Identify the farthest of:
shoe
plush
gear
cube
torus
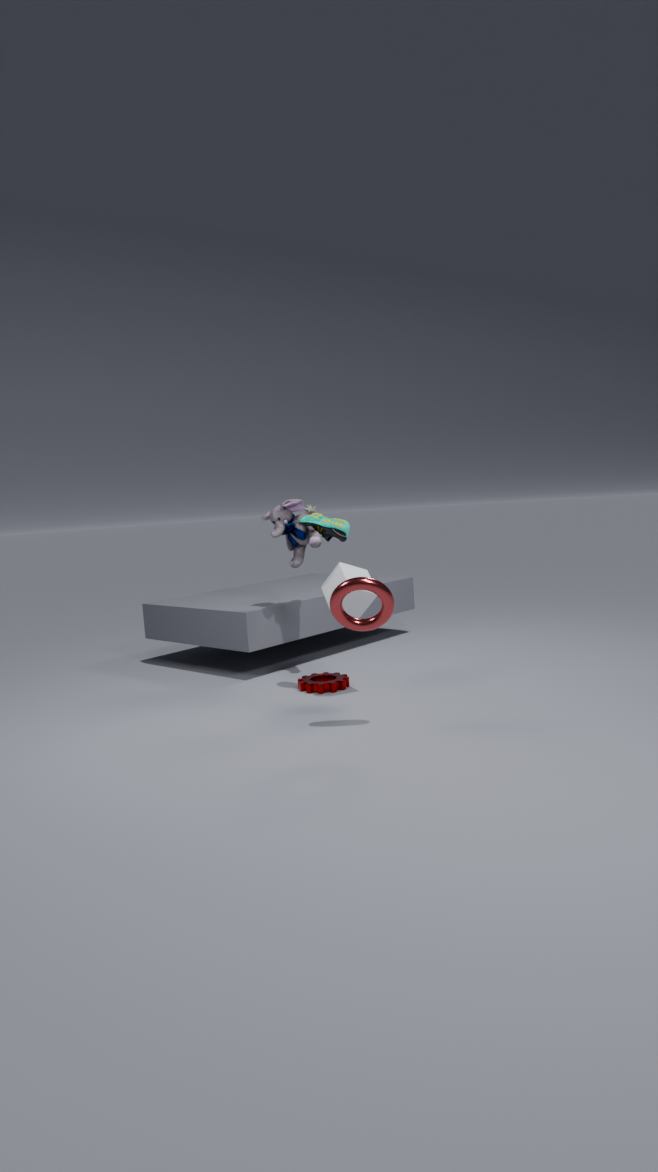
plush
